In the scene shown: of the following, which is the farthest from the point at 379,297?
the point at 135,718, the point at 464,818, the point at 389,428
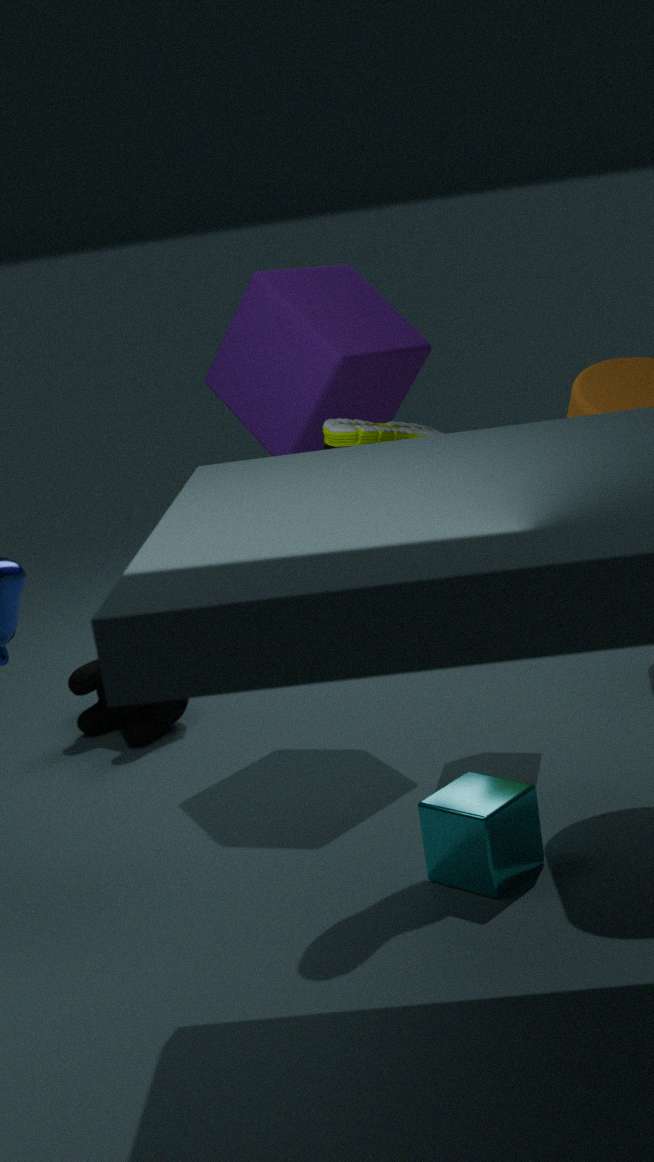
the point at 464,818
